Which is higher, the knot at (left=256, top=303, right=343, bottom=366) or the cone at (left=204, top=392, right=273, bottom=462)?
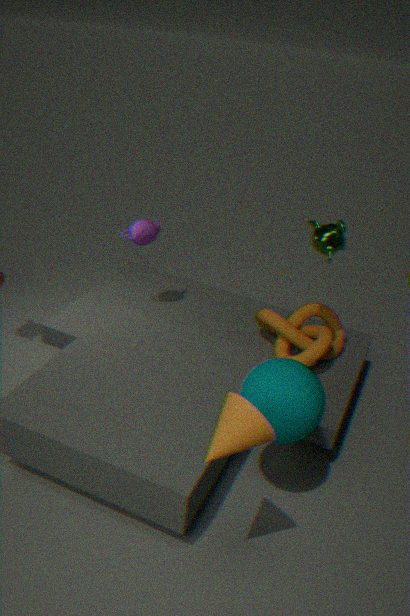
the cone at (left=204, top=392, right=273, bottom=462)
